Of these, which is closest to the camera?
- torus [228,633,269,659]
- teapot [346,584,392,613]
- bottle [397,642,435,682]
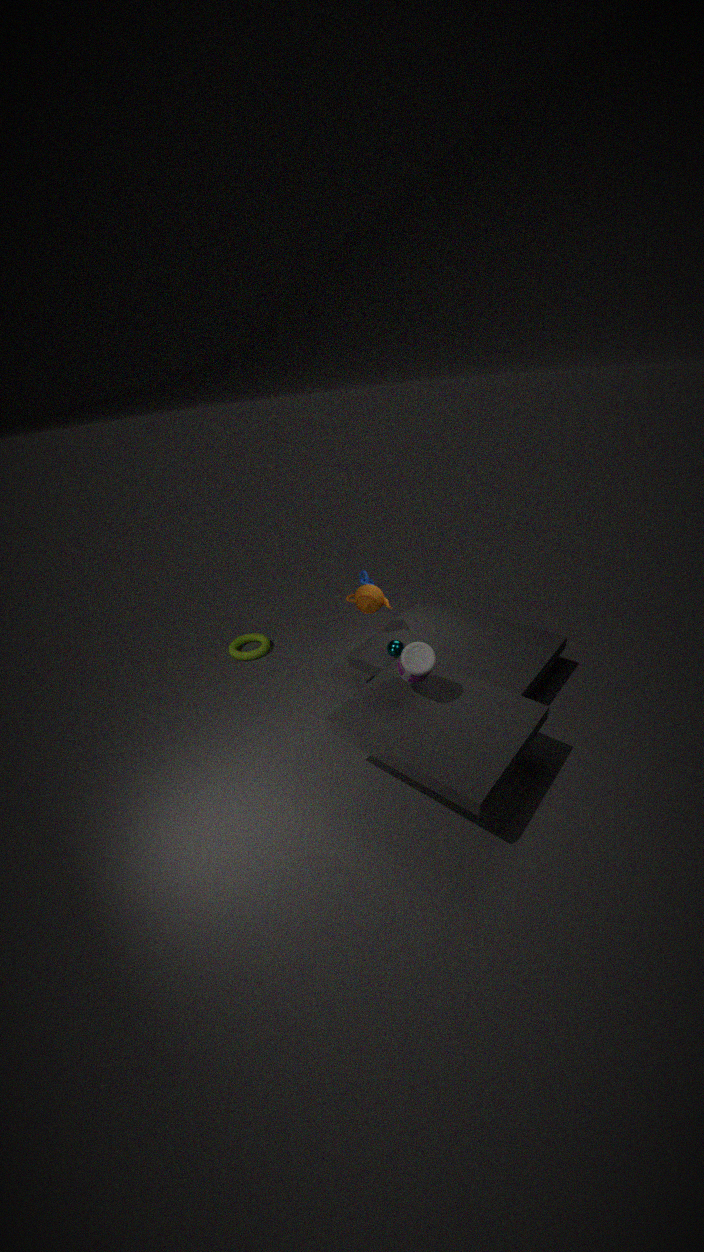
bottle [397,642,435,682]
